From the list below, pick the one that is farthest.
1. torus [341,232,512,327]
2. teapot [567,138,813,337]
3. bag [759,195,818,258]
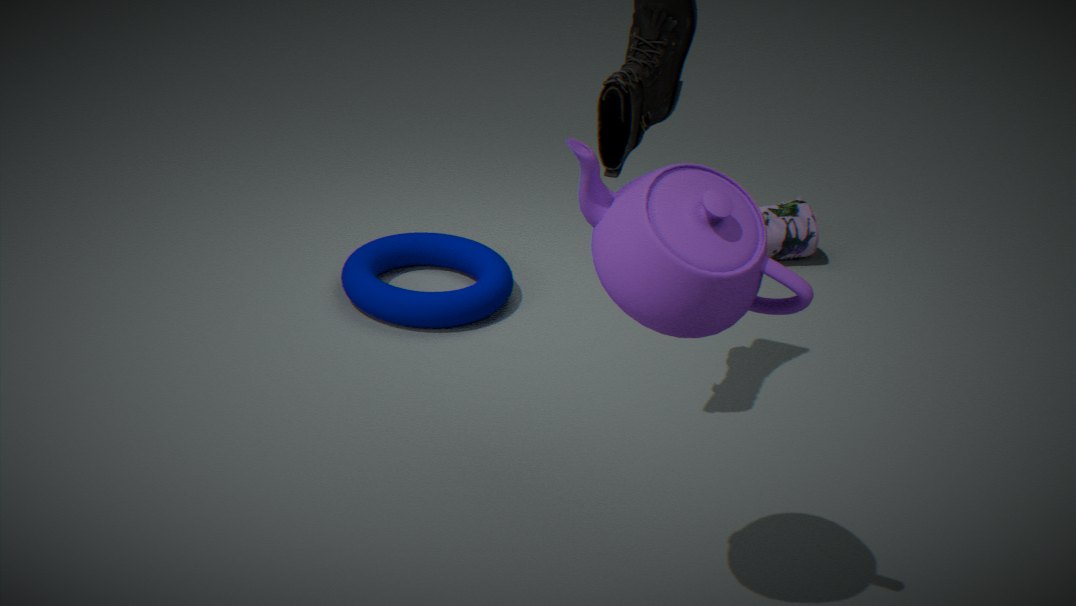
bag [759,195,818,258]
